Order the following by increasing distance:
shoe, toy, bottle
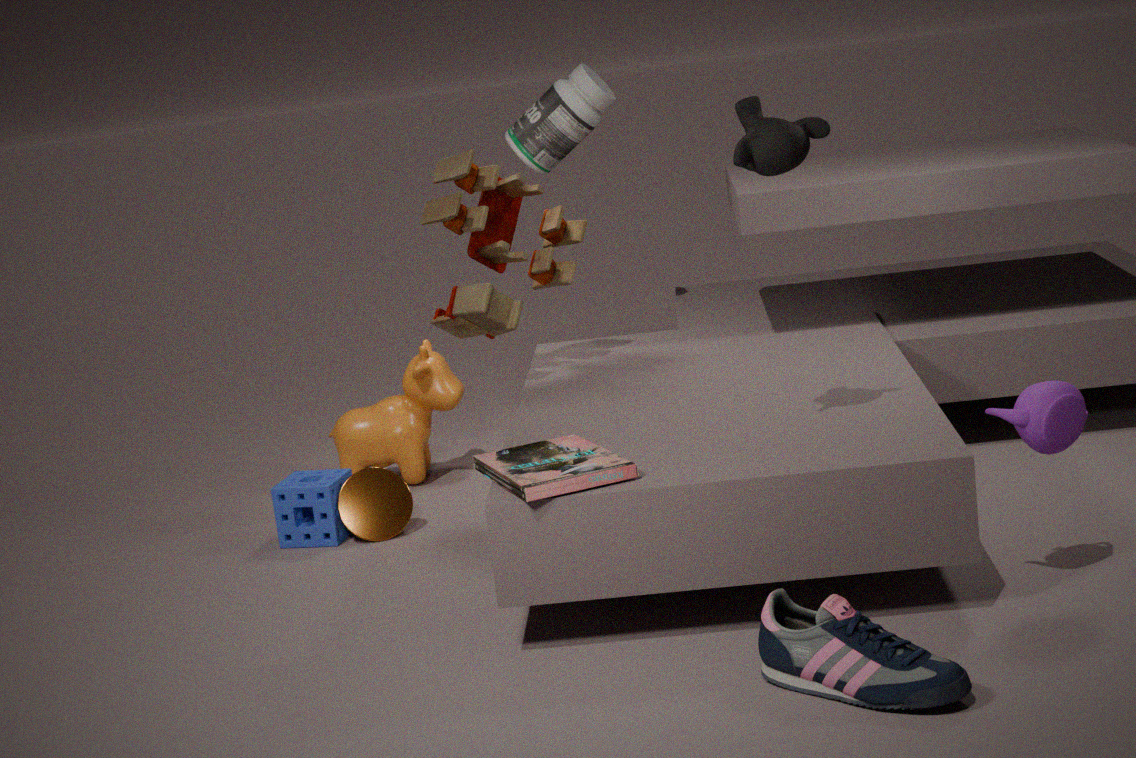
shoe < toy < bottle
